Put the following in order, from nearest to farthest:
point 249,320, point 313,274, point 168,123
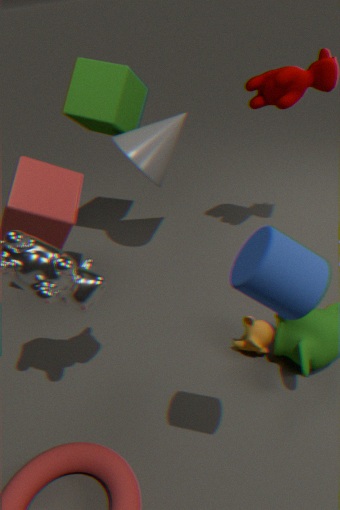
1. point 313,274
2. point 249,320
3. point 168,123
